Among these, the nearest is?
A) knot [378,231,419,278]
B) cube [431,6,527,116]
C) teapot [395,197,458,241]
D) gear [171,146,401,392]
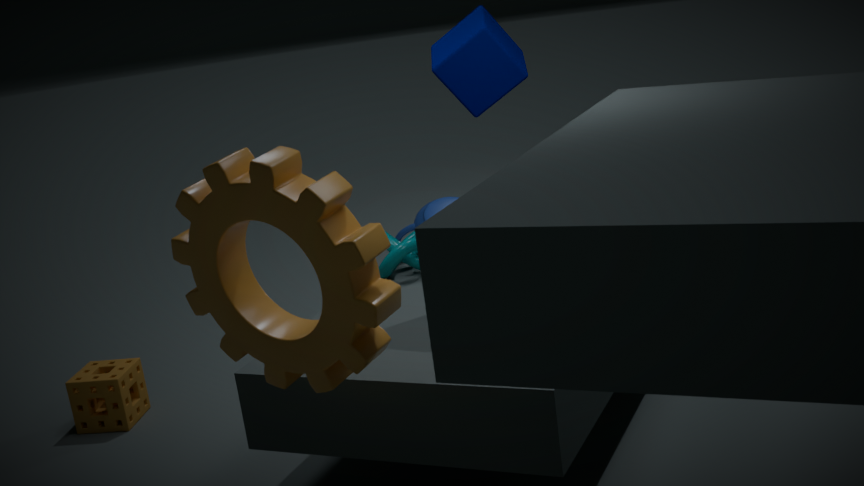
gear [171,146,401,392]
